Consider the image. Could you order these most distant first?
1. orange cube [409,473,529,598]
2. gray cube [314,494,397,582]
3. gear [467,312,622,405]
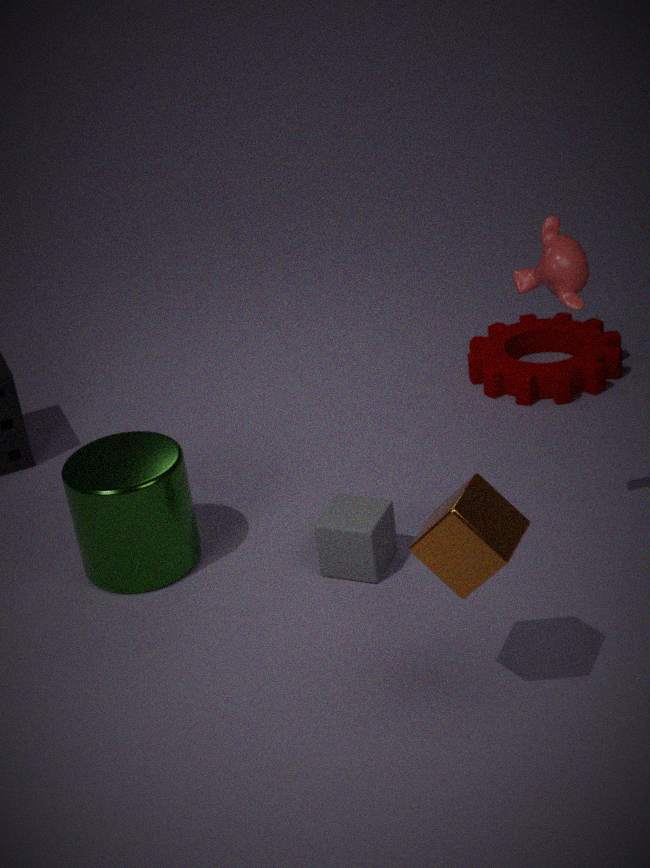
gear [467,312,622,405] < gray cube [314,494,397,582] < orange cube [409,473,529,598]
